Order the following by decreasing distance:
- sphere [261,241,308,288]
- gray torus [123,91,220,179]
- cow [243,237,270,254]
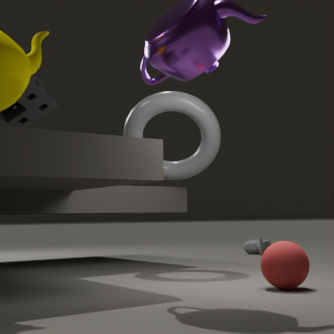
cow [243,237,270,254] < gray torus [123,91,220,179] < sphere [261,241,308,288]
